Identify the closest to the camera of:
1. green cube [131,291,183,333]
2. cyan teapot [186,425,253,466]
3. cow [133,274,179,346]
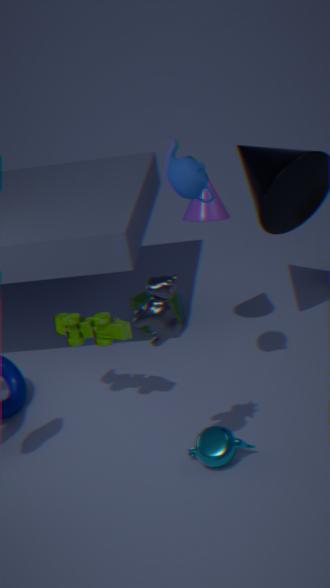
cow [133,274,179,346]
